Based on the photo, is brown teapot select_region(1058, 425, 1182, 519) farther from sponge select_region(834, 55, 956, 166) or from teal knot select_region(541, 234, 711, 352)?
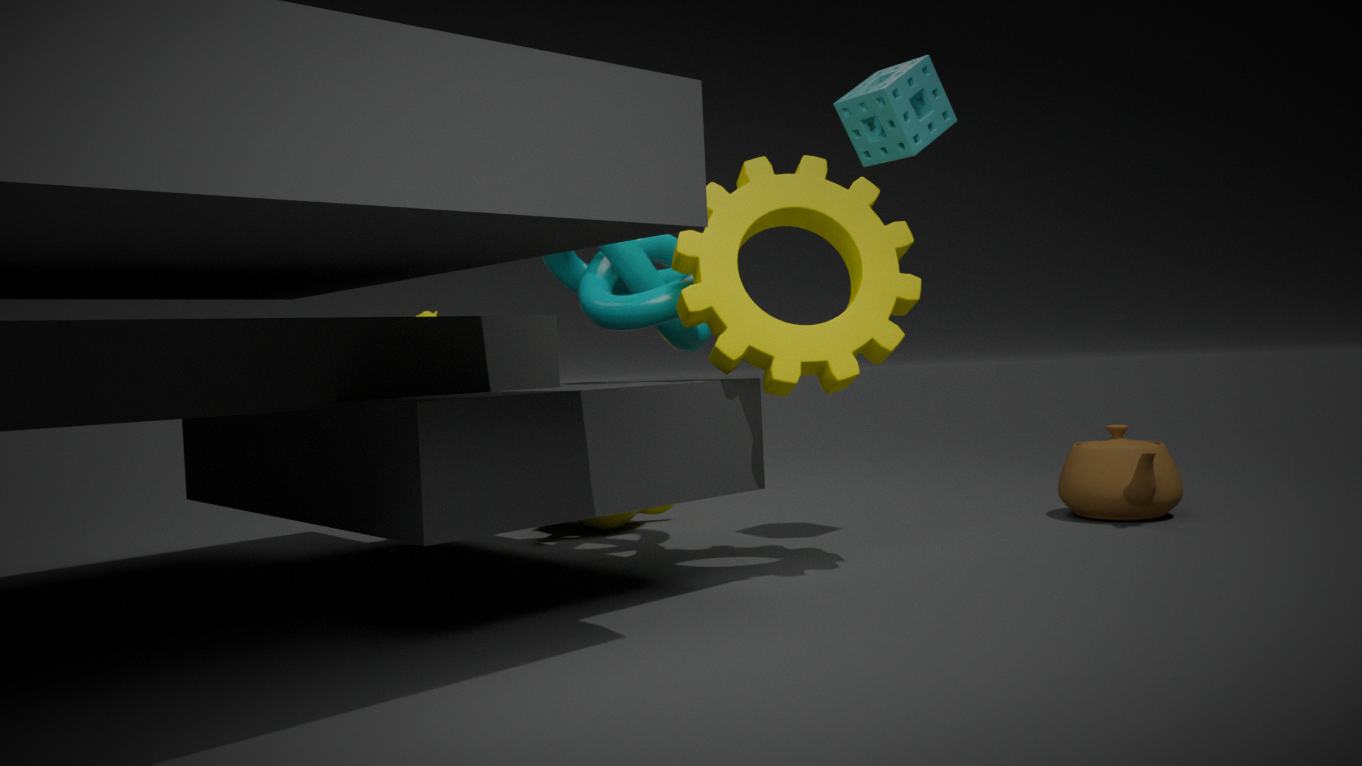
teal knot select_region(541, 234, 711, 352)
